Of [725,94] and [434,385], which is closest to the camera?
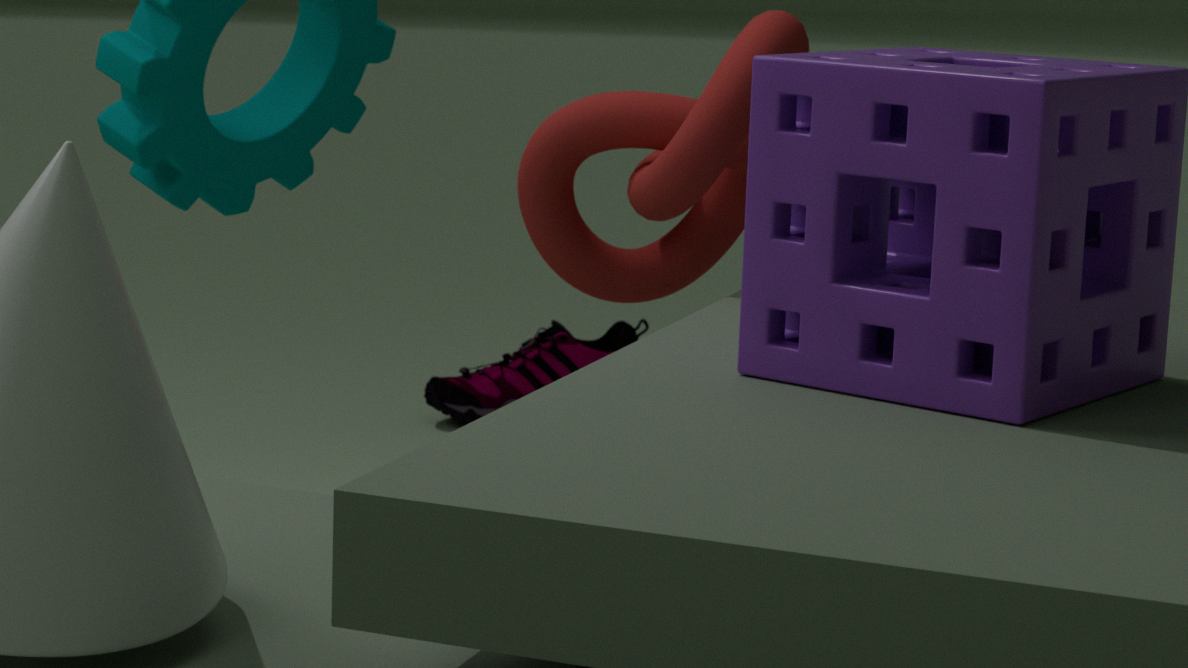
[725,94]
